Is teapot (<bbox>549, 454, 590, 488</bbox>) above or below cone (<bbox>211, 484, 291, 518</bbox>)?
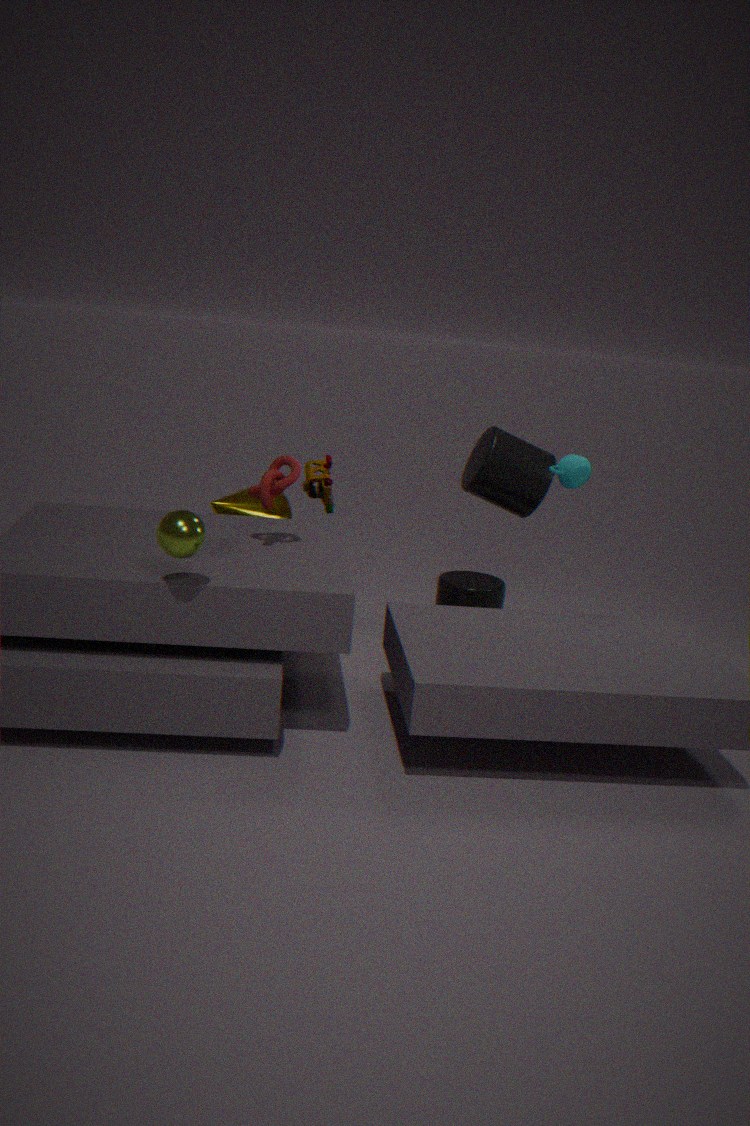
above
